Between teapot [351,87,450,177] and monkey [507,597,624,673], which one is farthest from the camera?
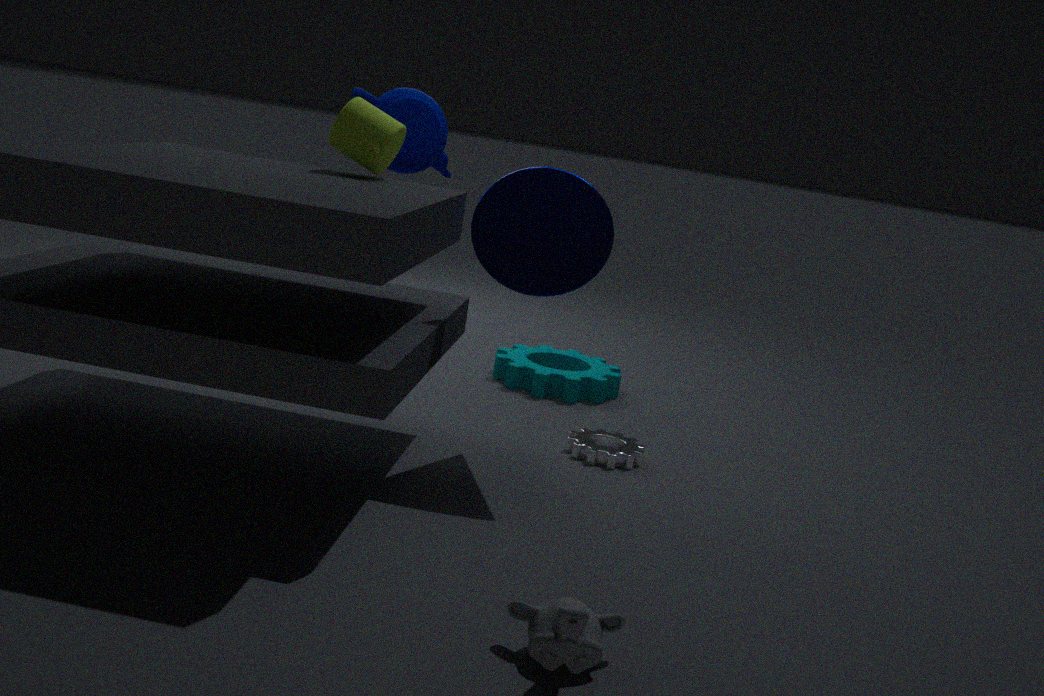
teapot [351,87,450,177]
